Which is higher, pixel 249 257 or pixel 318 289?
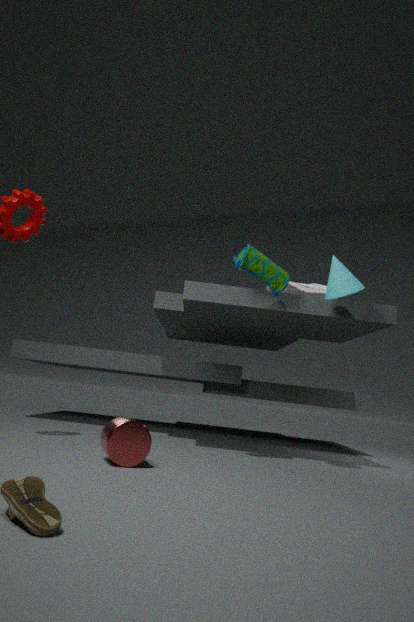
pixel 318 289
